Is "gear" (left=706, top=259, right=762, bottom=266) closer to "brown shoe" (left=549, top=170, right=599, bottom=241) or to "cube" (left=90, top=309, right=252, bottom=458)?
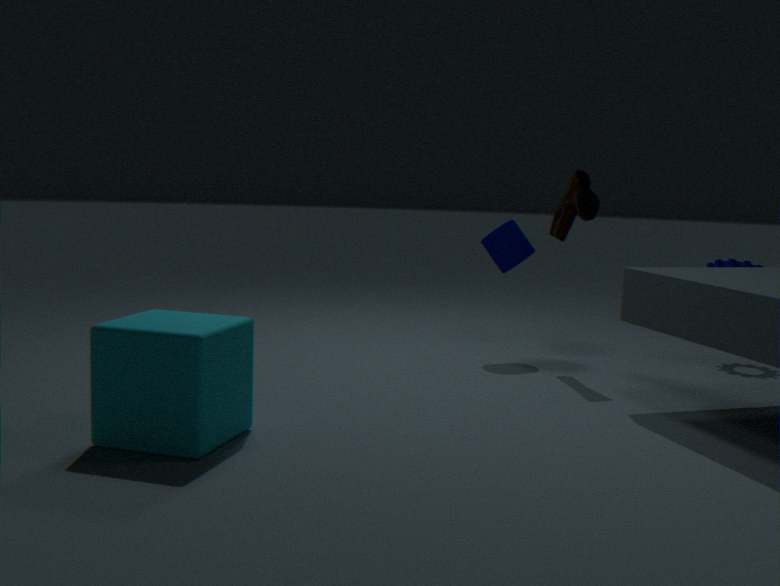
"brown shoe" (left=549, top=170, right=599, bottom=241)
